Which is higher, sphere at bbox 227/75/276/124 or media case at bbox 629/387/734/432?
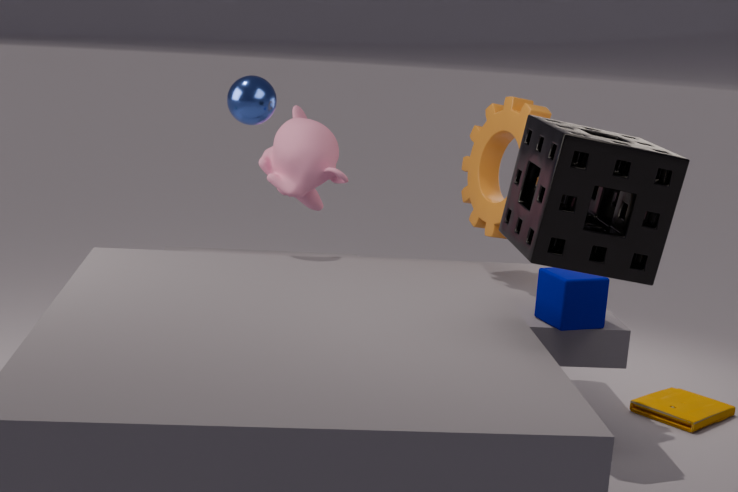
sphere at bbox 227/75/276/124
